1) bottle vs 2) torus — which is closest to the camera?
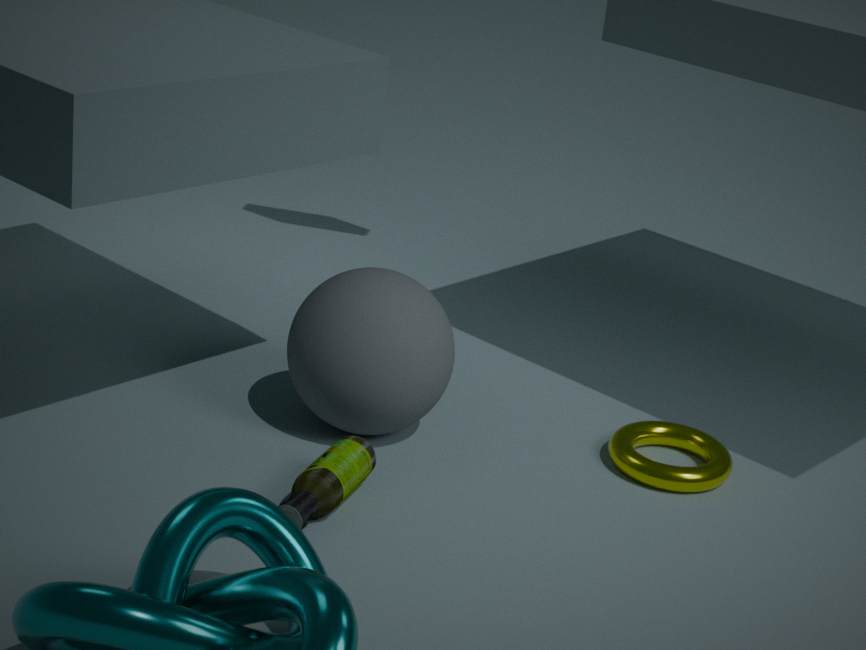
1. bottle
